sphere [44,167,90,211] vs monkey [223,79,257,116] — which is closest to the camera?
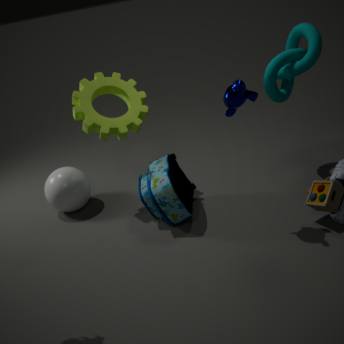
monkey [223,79,257,116]
